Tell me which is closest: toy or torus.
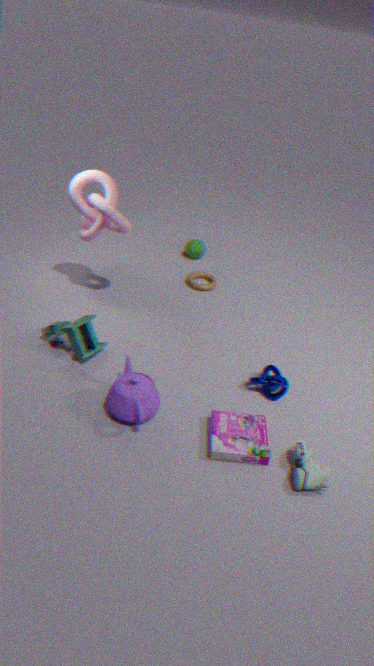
toy
